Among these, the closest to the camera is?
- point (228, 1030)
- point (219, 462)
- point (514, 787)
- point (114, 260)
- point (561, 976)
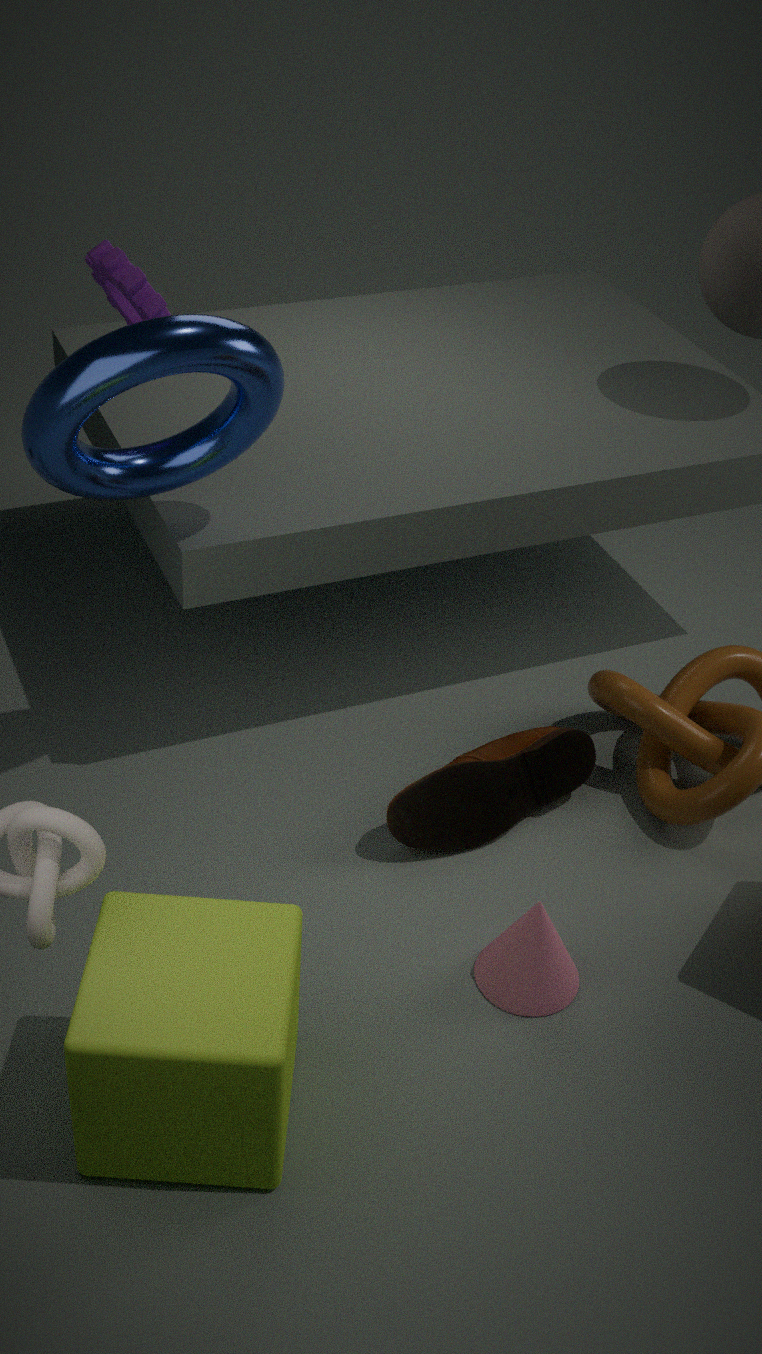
point (228, 1030)
